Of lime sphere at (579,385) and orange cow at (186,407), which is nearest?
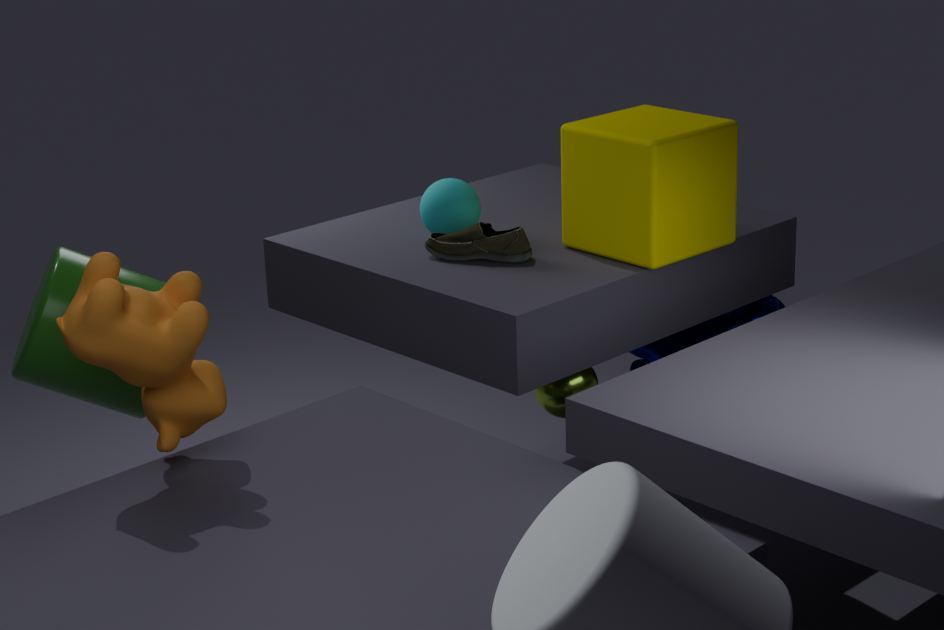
orange cow at (186,407)
